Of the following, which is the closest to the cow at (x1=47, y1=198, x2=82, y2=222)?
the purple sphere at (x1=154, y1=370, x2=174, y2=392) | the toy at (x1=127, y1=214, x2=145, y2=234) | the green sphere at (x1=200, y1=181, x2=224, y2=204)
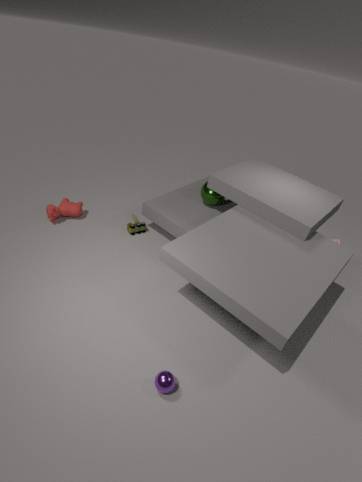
the toy at (x1=127, y1=214, x2=145, y2=234)
